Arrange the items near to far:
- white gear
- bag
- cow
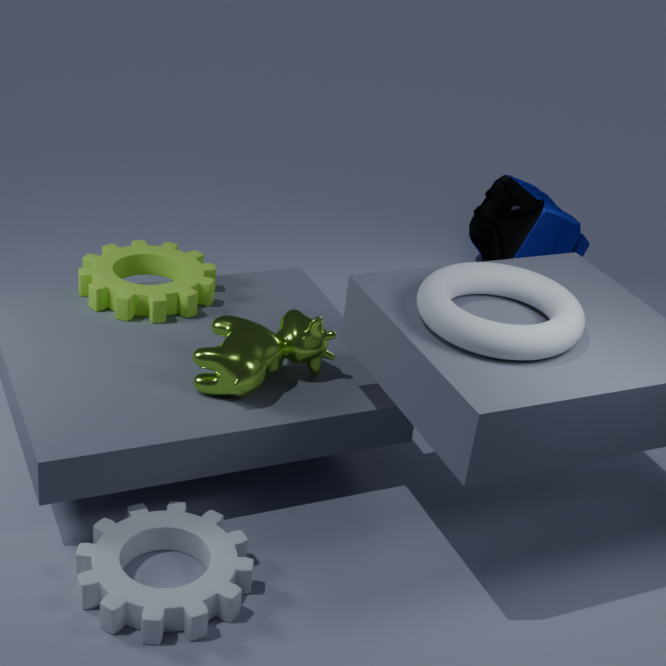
1. white gear
2. cow
3. bag
